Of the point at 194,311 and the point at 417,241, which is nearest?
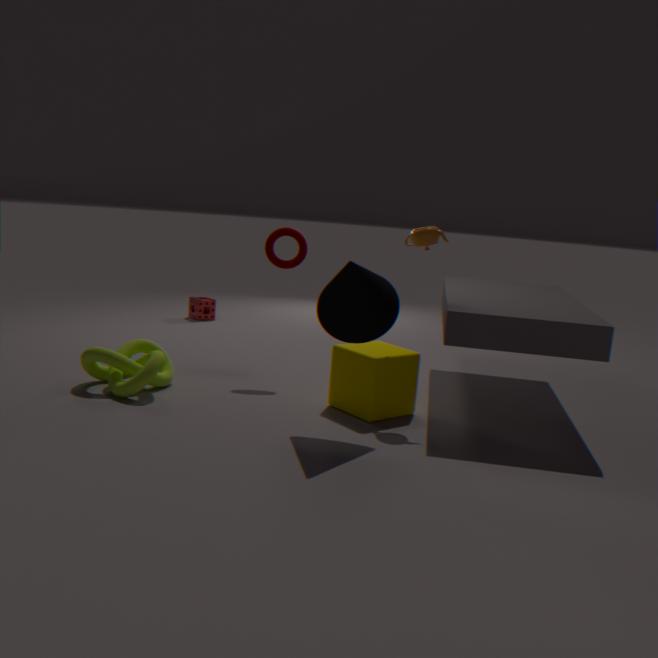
the point at 417,241
